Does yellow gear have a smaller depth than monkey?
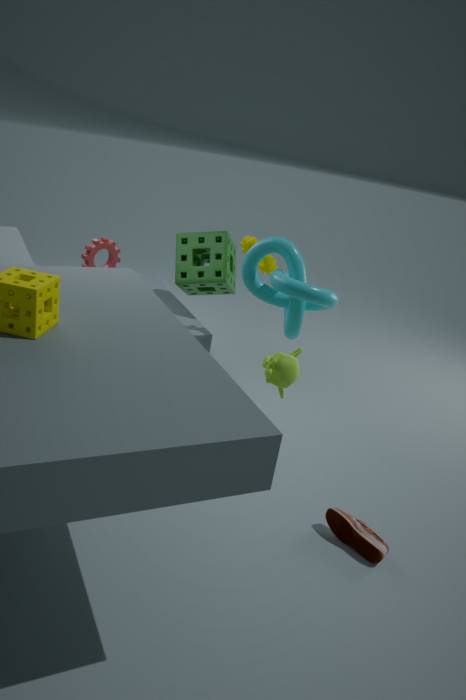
No
